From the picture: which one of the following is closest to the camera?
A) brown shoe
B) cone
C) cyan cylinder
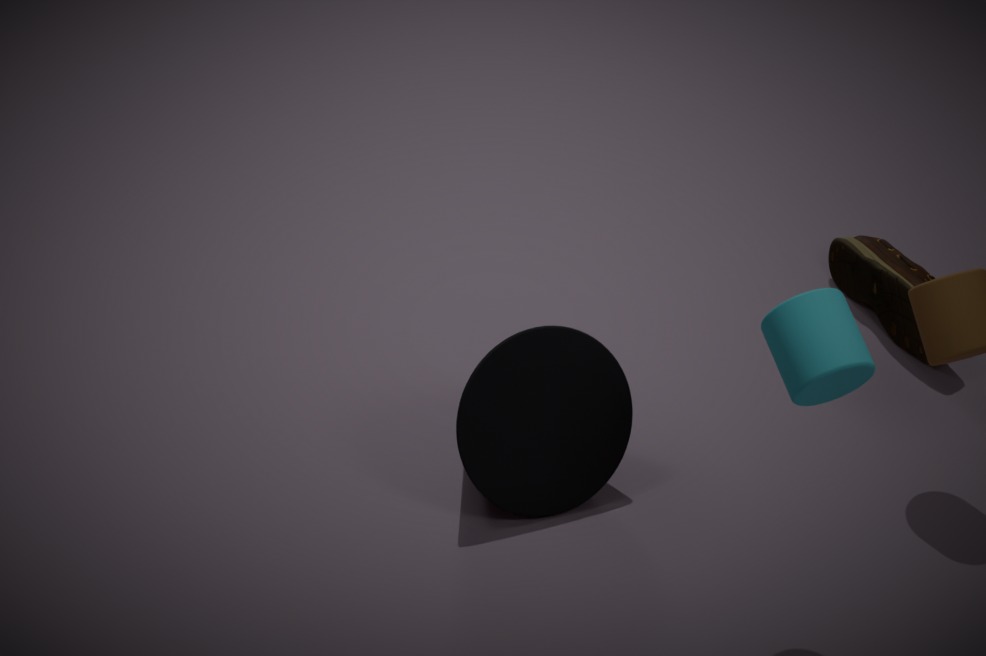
cyan cylinder
